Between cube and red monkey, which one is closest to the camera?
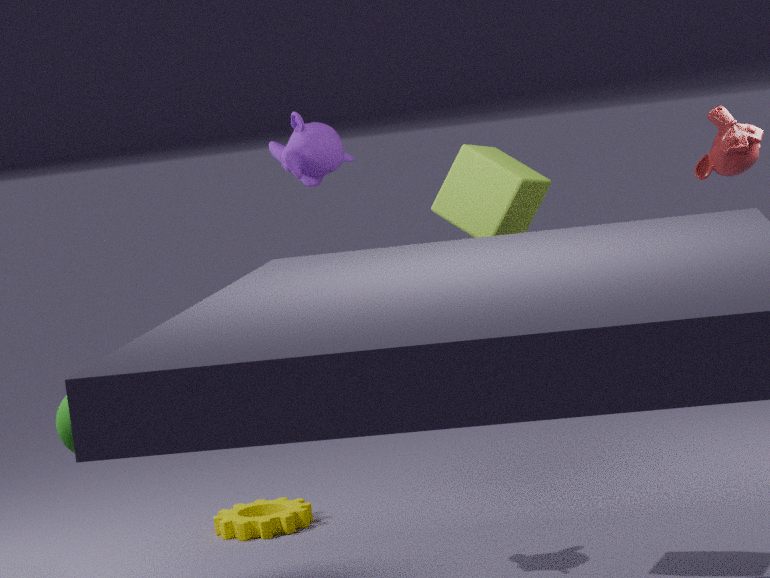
cube
